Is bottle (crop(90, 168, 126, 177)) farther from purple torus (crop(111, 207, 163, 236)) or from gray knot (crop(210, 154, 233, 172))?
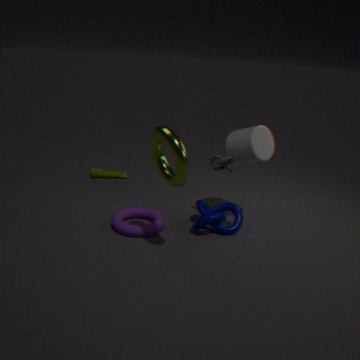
gray knot (crop(210, 154, 233, 172))
